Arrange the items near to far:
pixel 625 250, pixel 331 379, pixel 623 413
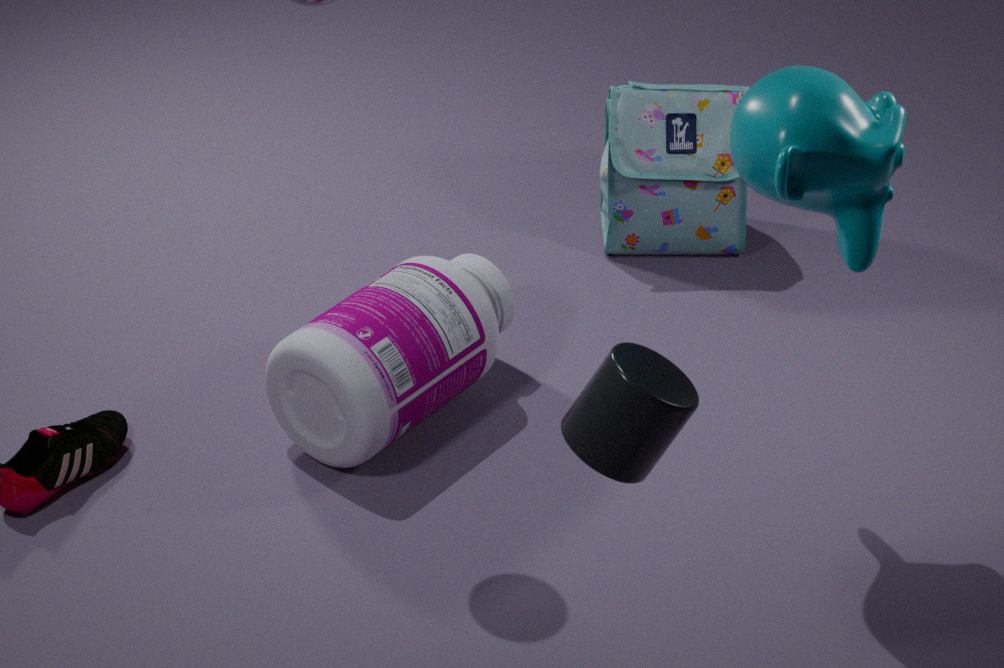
1. pixel 623 413
2. pixel 331 379
3. pixel 625 250
